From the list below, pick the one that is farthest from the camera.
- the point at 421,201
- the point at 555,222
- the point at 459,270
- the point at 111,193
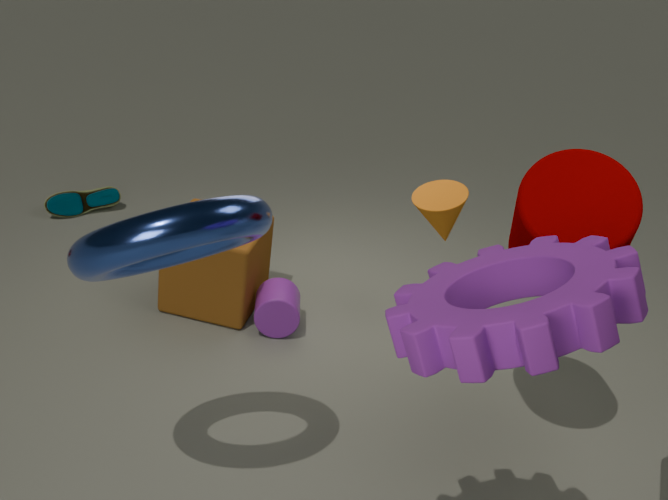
the point at 111,193
